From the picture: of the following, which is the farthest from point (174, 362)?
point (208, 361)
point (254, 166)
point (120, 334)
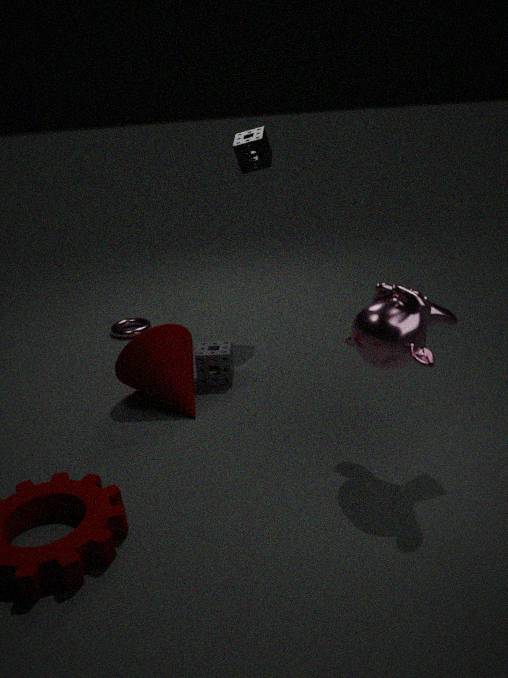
point (254, 166)
